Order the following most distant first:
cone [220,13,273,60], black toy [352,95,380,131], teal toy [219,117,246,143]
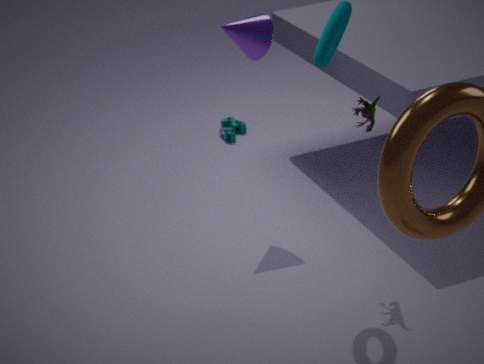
teal toy [219,117,246,143], cone [220,13,273,60], black toy [352,95,380,131]
